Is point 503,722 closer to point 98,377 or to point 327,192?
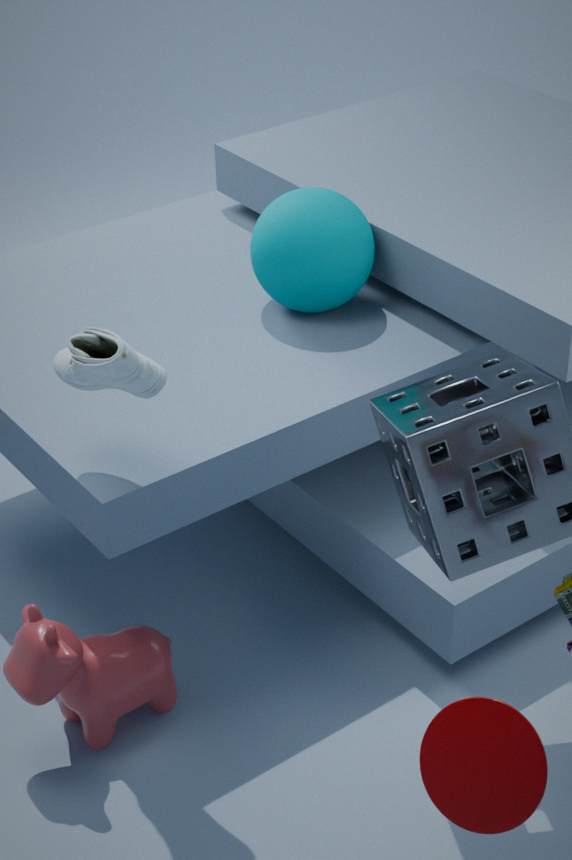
point 98,377
